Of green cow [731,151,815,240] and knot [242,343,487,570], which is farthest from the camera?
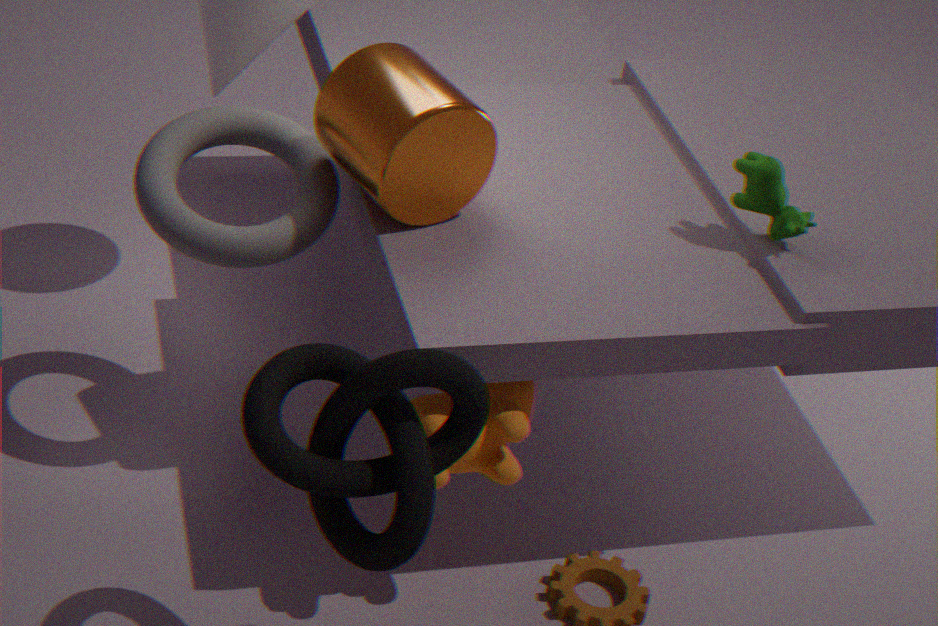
green cow [731,151,815,240]
